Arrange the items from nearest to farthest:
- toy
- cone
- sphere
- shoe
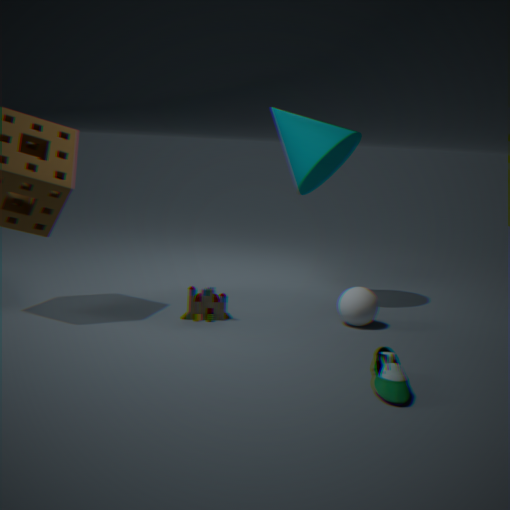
shoe → sphere → toy → cone
